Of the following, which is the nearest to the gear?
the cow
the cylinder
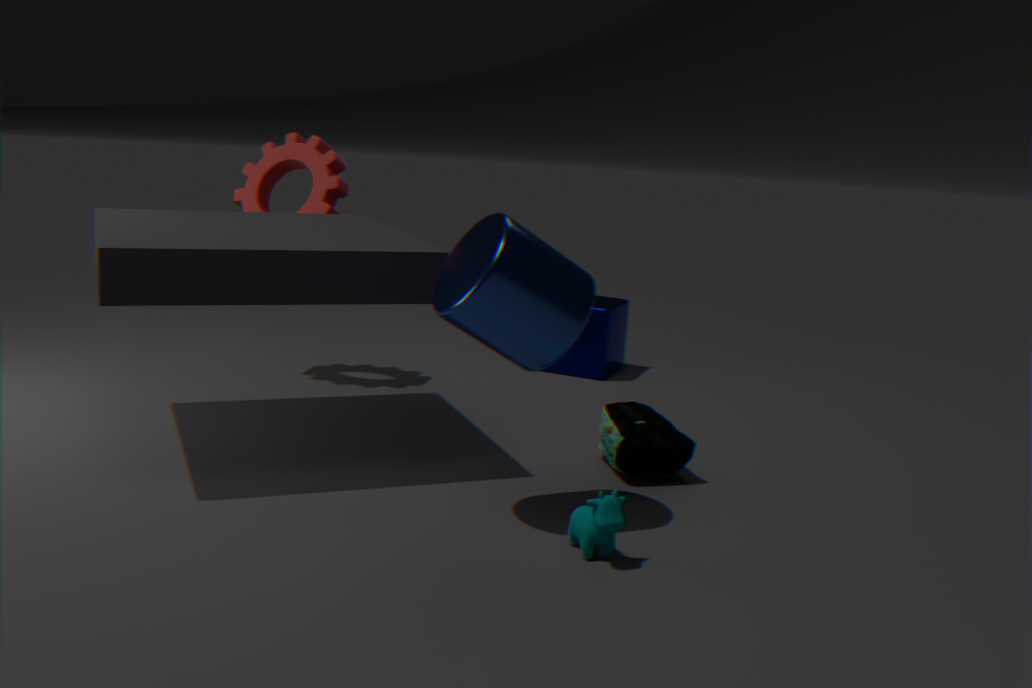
the cylinder
